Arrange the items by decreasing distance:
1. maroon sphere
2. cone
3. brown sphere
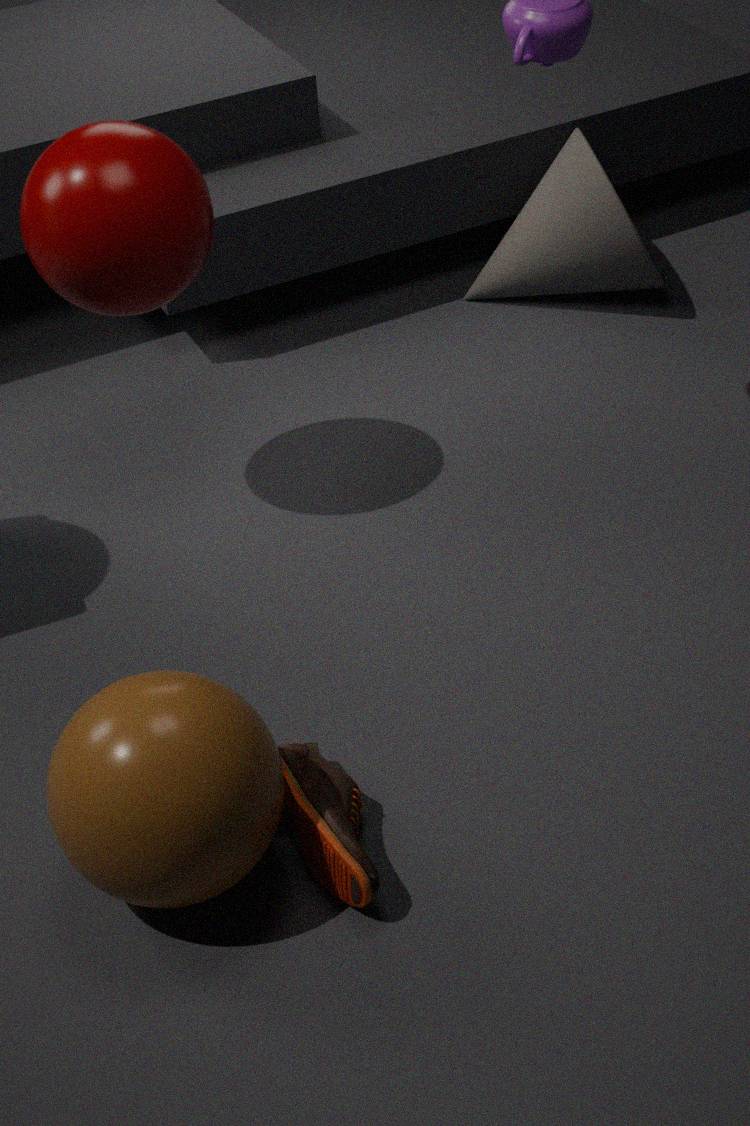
cone, maroon sphere, brown sphere
